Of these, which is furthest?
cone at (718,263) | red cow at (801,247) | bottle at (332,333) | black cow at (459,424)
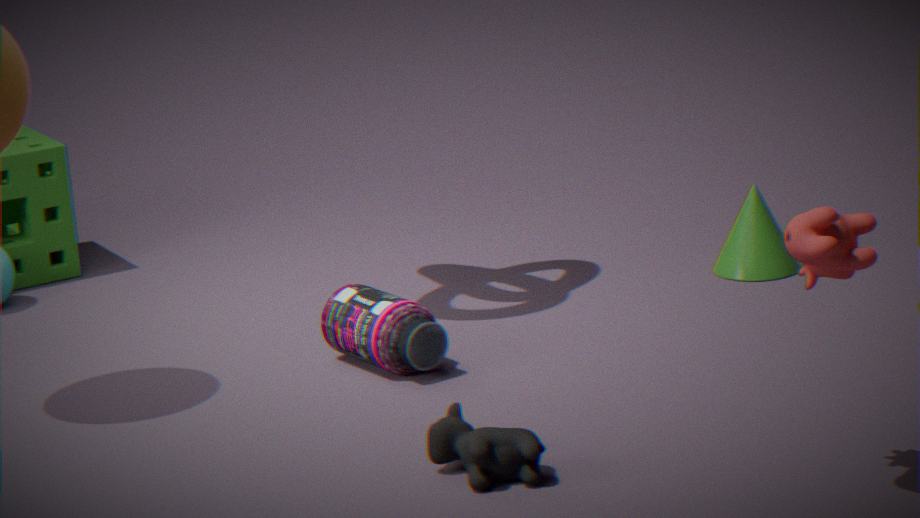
cone at (718,263)
